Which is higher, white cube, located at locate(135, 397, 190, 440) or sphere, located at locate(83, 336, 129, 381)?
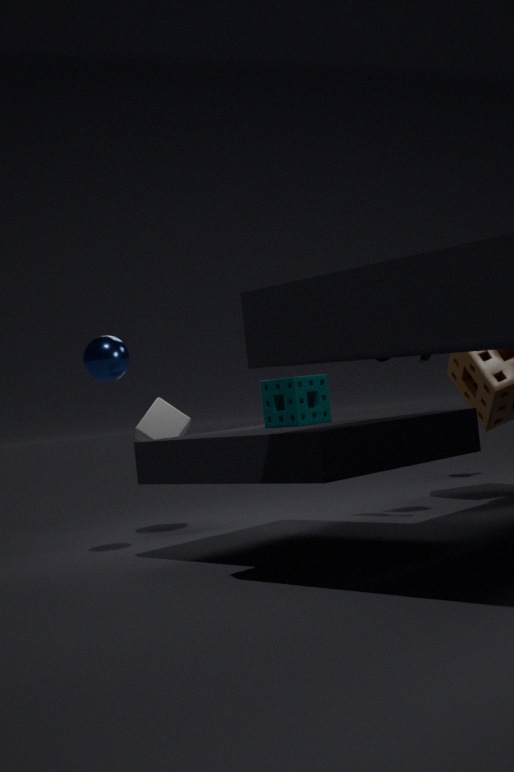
sphere, located at locate(83, 336, 129, 381)
